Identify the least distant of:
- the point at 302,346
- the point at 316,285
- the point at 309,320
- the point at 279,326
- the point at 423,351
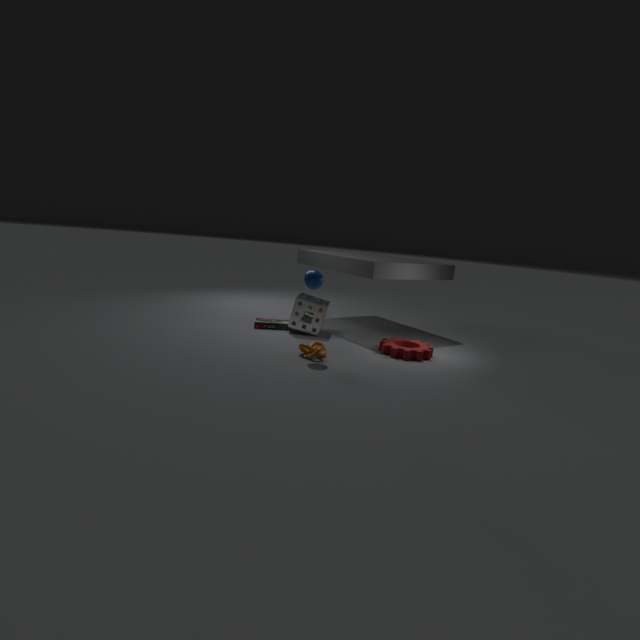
the point at 316,285
